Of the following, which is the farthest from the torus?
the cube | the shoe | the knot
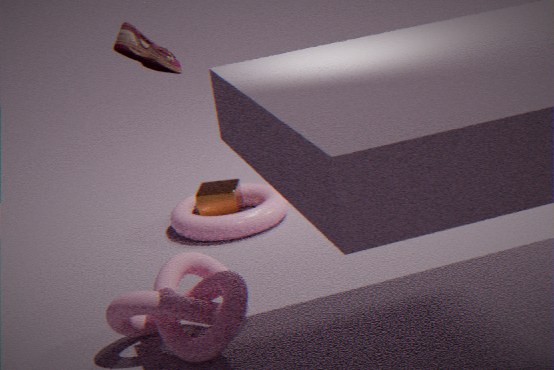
the shoe
